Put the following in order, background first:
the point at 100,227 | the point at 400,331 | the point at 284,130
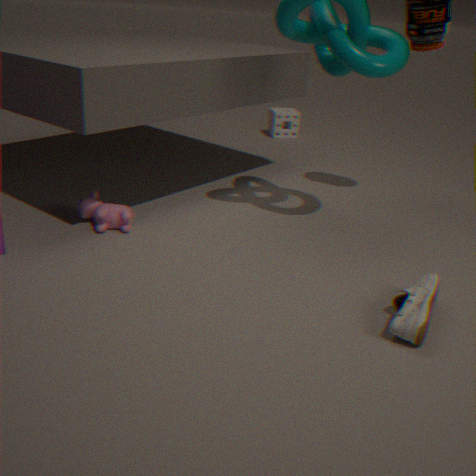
the point at 284,130 < the point at 100,227 < the point at 400,331
